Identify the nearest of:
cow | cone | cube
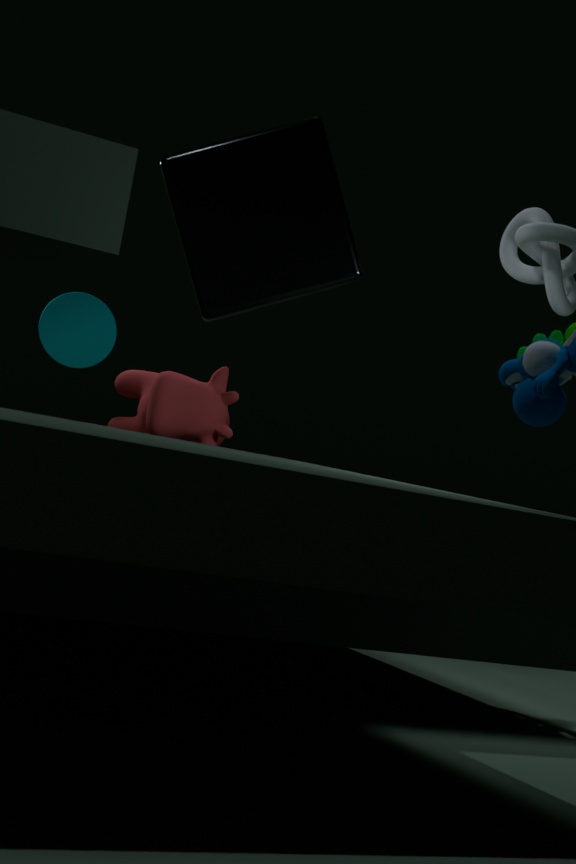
cube
